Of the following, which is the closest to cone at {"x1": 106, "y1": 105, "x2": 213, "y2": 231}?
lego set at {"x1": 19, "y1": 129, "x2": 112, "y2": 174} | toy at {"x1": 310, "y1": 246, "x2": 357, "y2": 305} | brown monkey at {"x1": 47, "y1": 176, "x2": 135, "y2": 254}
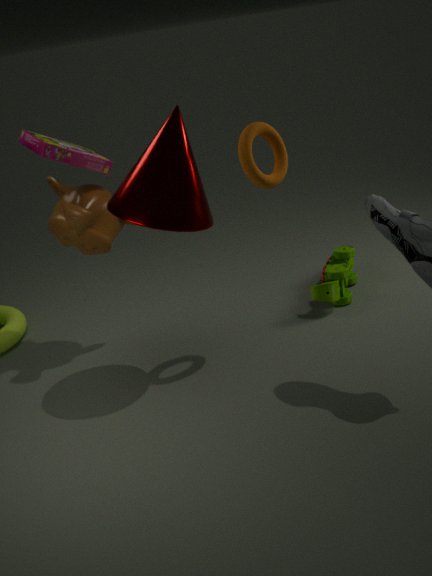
brown monkey at {"x1": 47, "y1": 176, "x2": 135, "y2": 254}
